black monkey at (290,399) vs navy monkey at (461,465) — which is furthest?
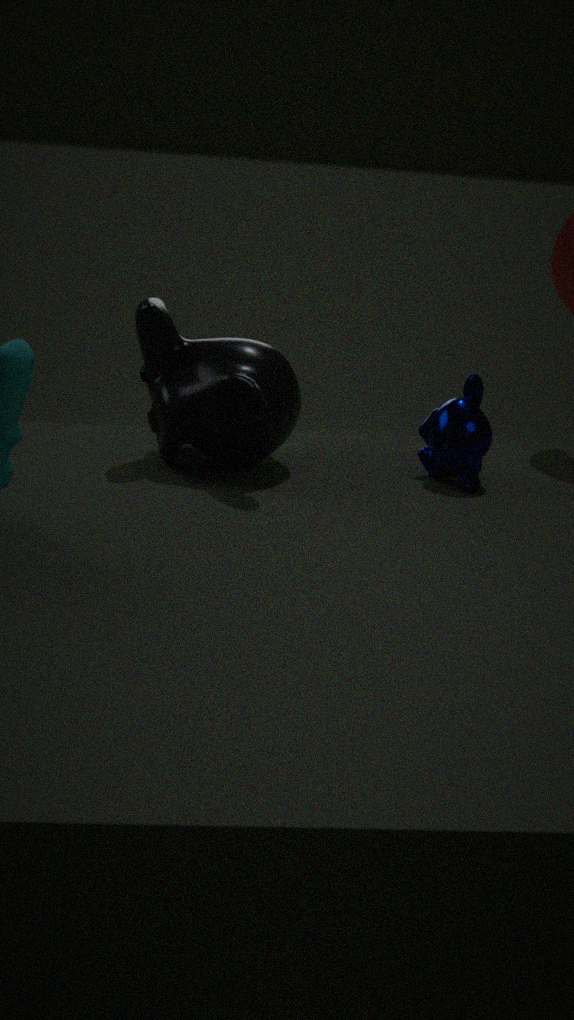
navy monkey at (461,465)
